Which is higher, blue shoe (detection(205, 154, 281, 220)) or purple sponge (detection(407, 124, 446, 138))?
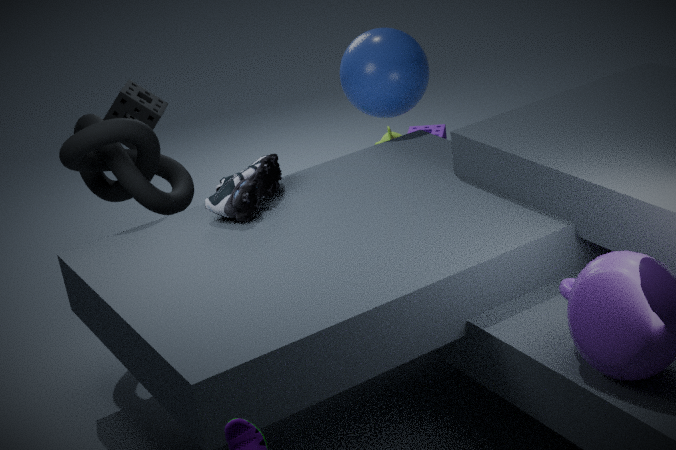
blue shoe (detection(205, 154, 281, 220))
